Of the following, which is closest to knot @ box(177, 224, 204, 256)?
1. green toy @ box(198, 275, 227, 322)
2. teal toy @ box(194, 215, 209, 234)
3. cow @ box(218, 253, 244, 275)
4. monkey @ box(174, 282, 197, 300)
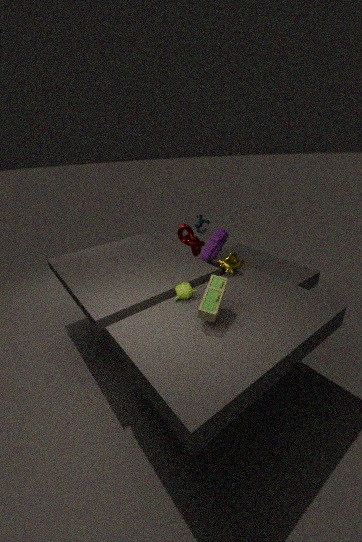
teal toy @ box(194, 215, 209, 234)
